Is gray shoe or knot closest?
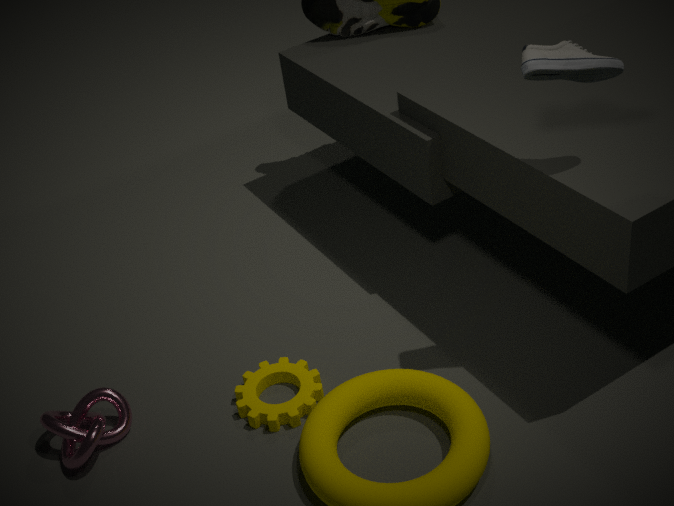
gray shoe
